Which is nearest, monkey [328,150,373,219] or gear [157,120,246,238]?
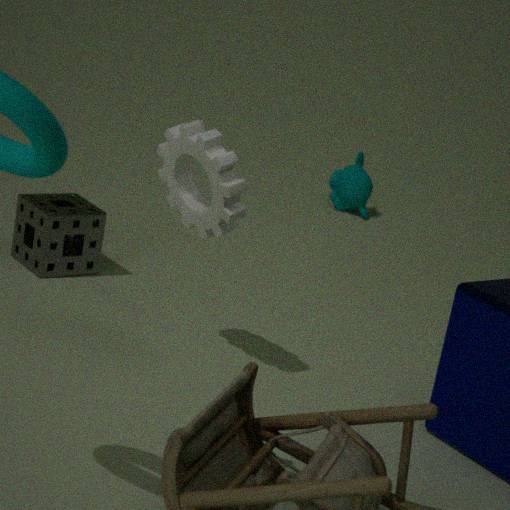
gear [157,120,246,238]
